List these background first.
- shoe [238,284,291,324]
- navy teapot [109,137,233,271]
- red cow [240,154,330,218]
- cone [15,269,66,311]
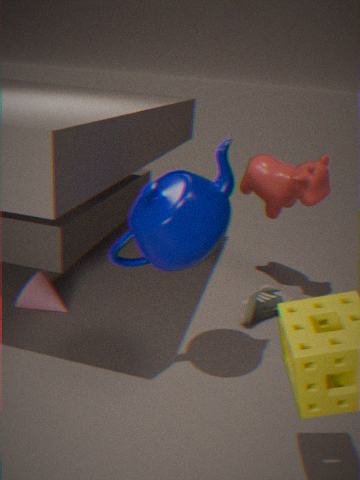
shoe [238,284,291,324]
cone [15,269,66,311]
red cow [240,154,330,218]
navy teapot [109,137,233,271]
